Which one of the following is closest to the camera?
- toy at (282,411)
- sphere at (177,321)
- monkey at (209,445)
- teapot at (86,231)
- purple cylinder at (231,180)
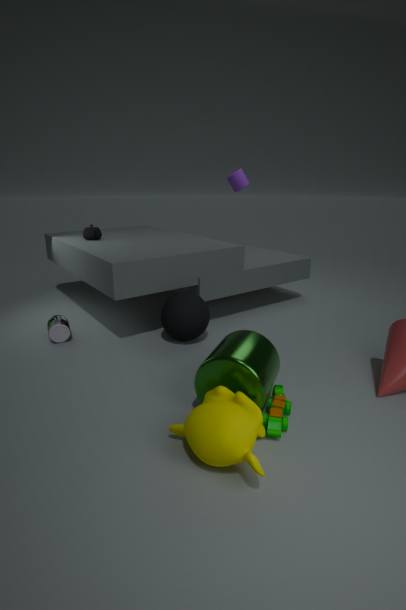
monkey at (209,445)
